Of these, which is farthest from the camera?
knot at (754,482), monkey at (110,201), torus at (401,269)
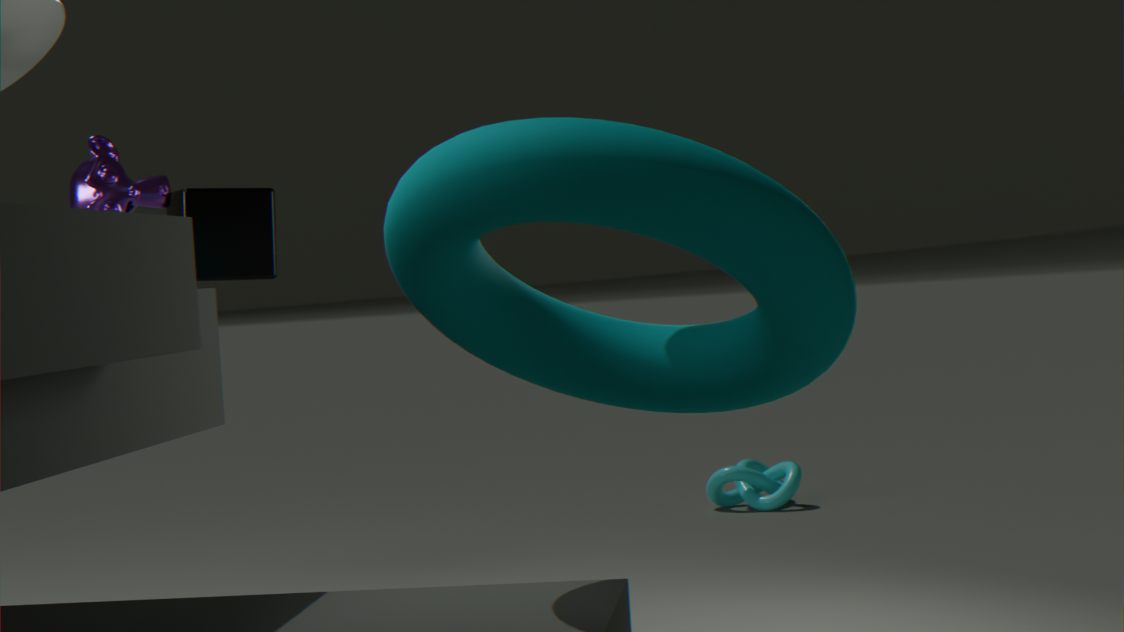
knot at (754,482)
